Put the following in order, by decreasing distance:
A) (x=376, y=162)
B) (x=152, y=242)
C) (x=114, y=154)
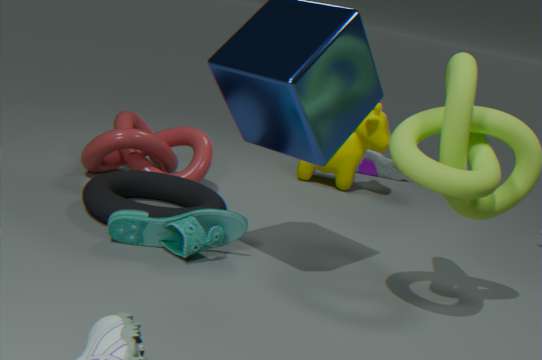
1. (x=376, y=162)
2. (x=114, y=154)
3. (x=152, y=242)
